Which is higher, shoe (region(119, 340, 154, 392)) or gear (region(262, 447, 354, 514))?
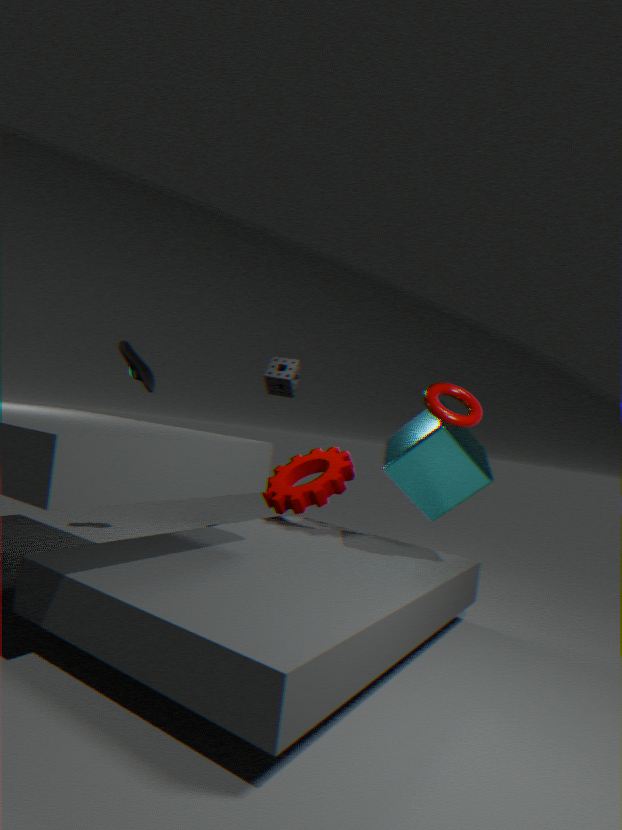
shoe (region(119, 340, 154, 392))
